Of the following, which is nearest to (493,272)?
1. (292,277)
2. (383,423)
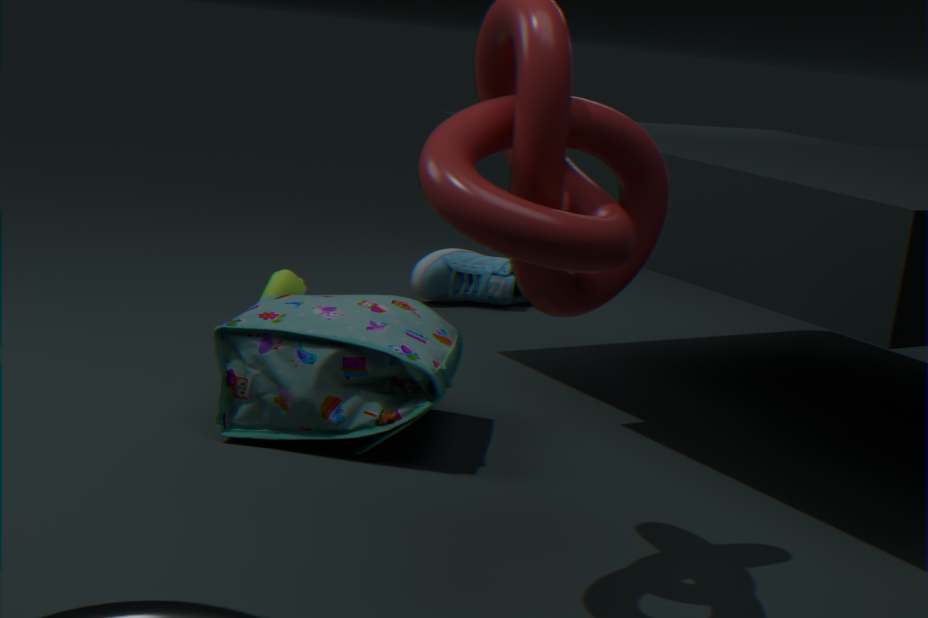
(292,277)
